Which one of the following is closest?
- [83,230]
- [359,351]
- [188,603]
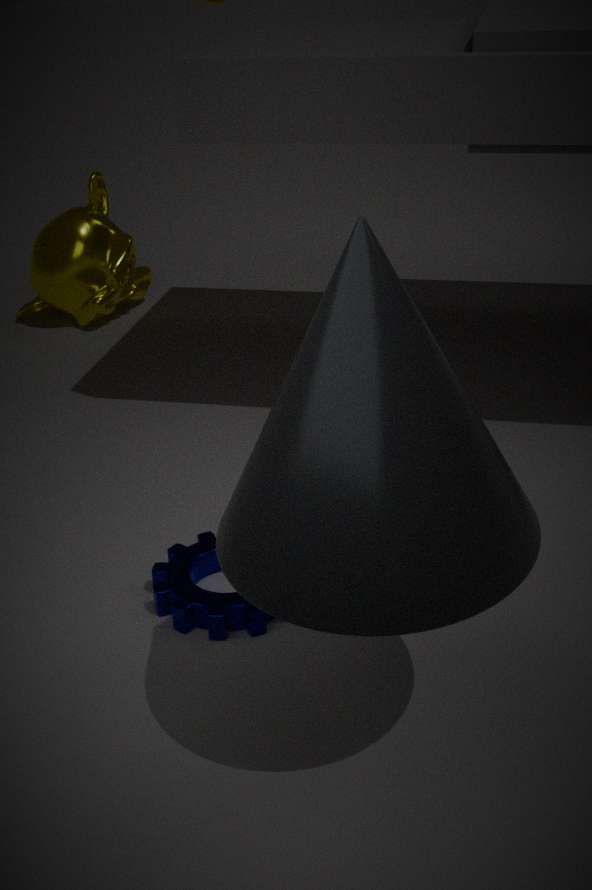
[359,351]
